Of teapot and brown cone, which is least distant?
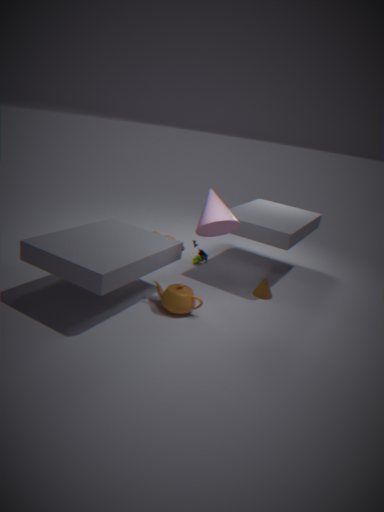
teapot
